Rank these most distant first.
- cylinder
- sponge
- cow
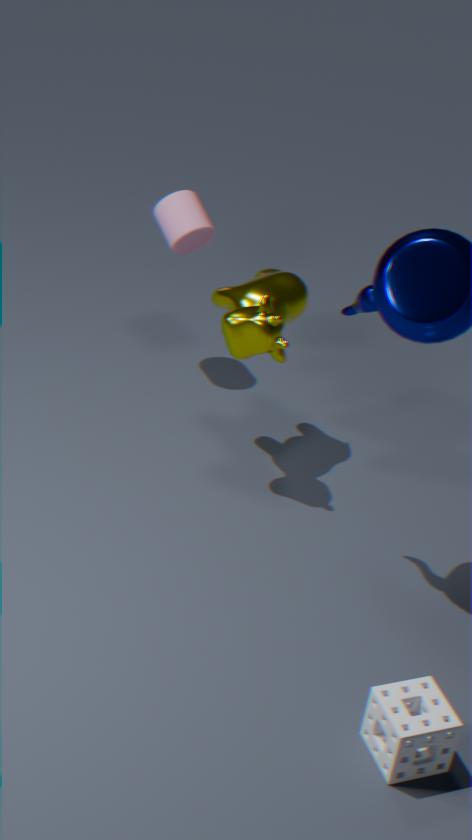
1. cylinder
2. cow
3. sponge
